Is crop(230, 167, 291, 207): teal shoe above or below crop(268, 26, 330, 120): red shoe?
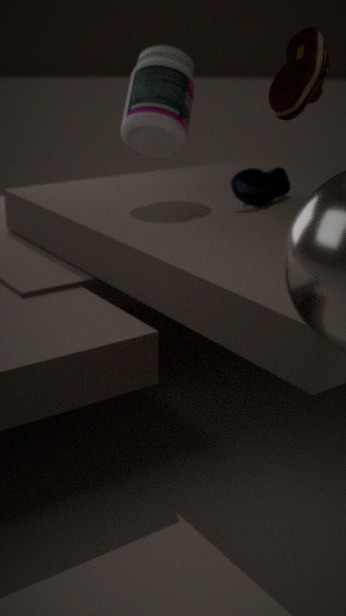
below
